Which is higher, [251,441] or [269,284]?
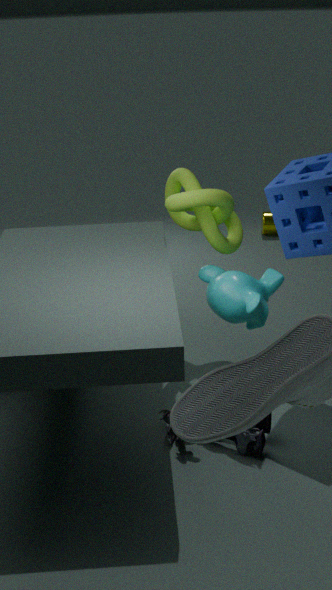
[269,284]
